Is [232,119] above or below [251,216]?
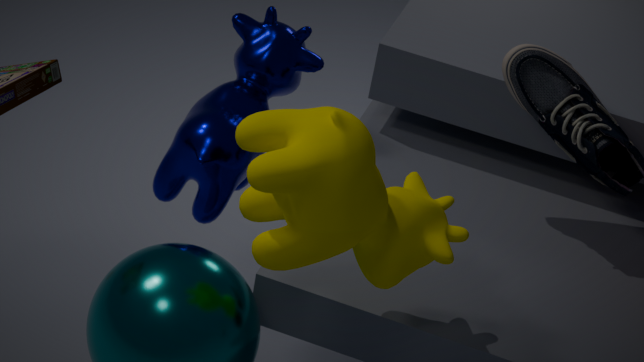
below
